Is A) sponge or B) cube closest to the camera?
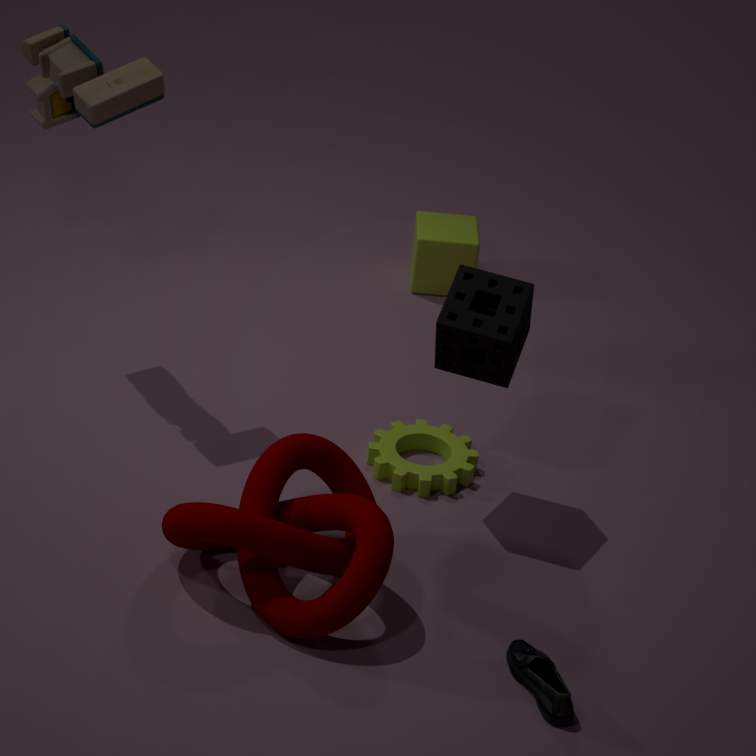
A. sponge
